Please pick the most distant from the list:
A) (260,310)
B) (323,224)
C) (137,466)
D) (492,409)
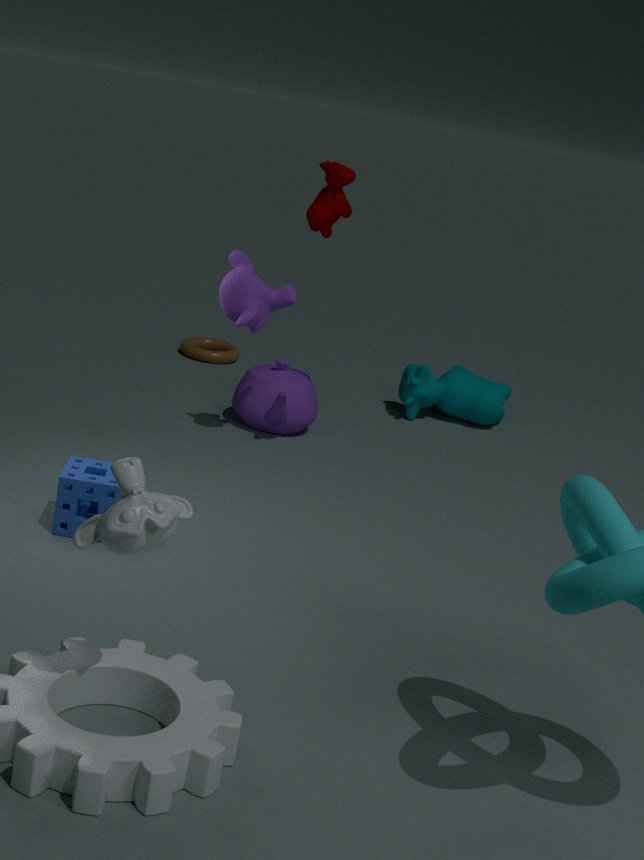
(492,409)
